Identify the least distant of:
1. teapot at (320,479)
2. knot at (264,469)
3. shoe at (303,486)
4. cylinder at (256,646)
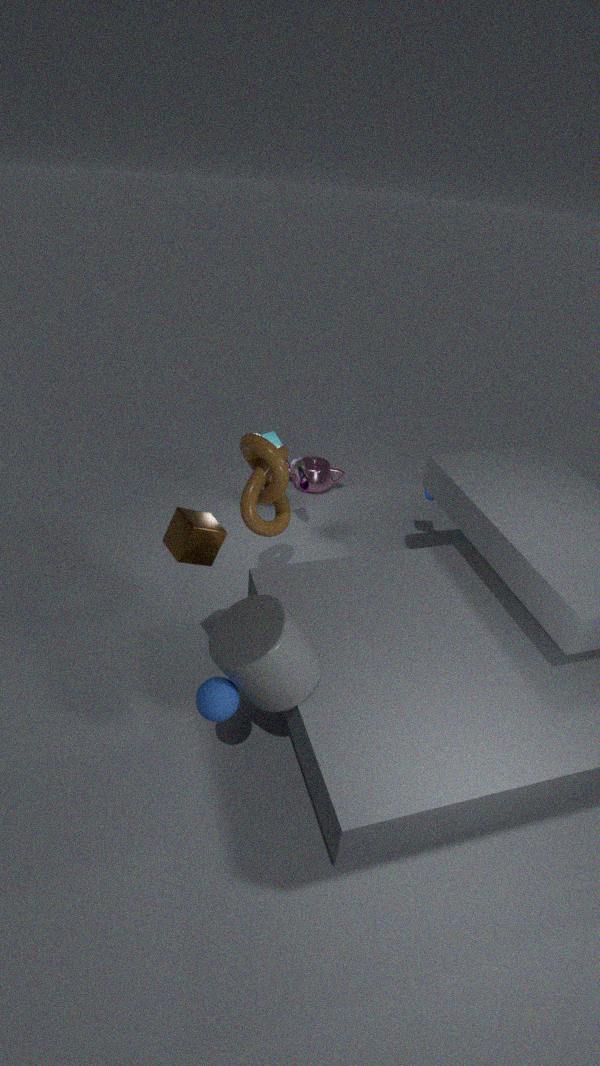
cylinder at (256,646)
